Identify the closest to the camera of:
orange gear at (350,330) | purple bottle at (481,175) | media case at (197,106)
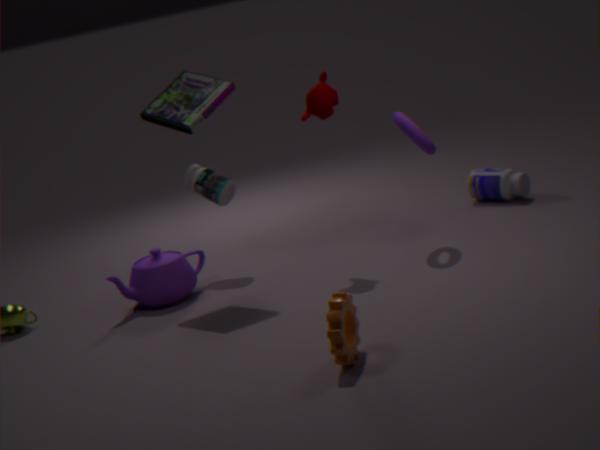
orange gear at (350,330)
